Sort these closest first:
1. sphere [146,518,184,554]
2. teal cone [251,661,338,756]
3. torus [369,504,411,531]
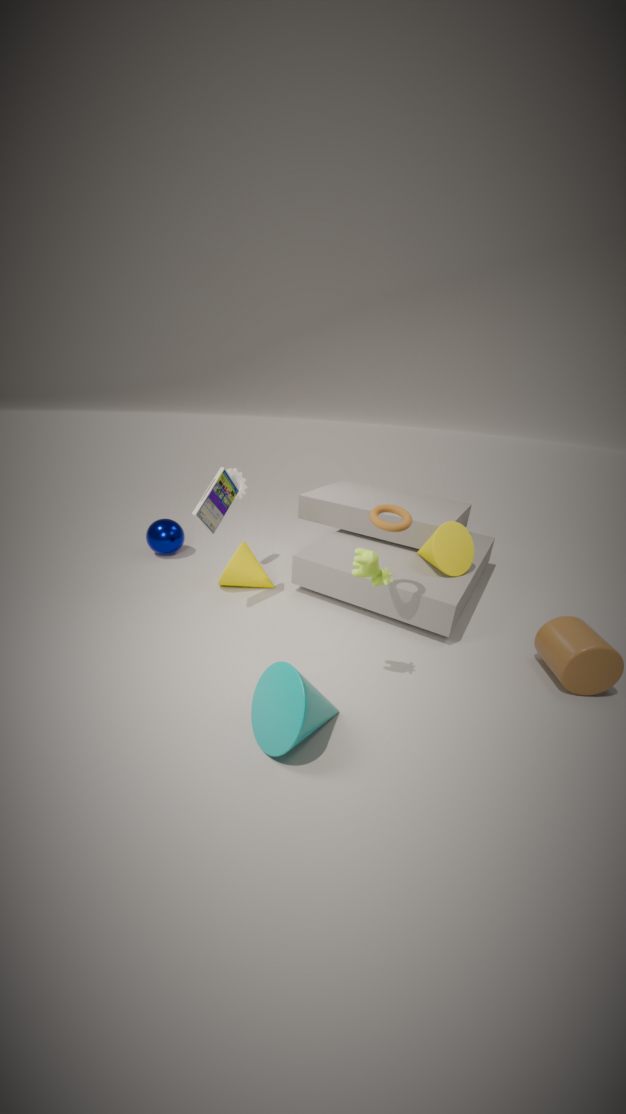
teal cone [251,661,338,756] → torus [369,504,411,531] → sphere [146,518,184,554]
